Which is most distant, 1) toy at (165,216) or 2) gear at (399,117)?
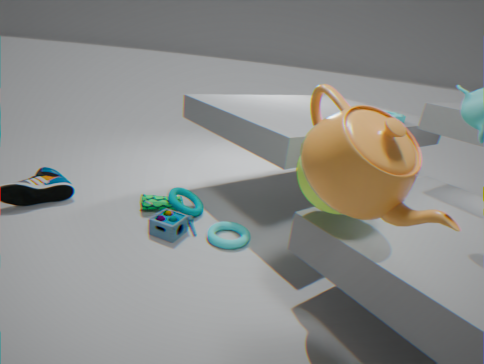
2. gear at (399,117)
